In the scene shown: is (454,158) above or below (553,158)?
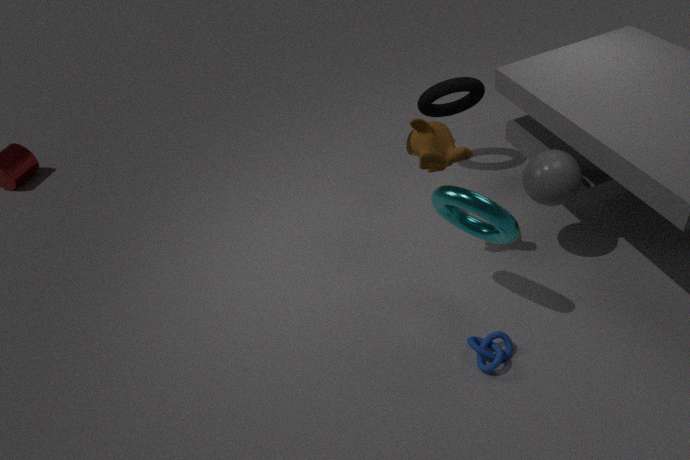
above
